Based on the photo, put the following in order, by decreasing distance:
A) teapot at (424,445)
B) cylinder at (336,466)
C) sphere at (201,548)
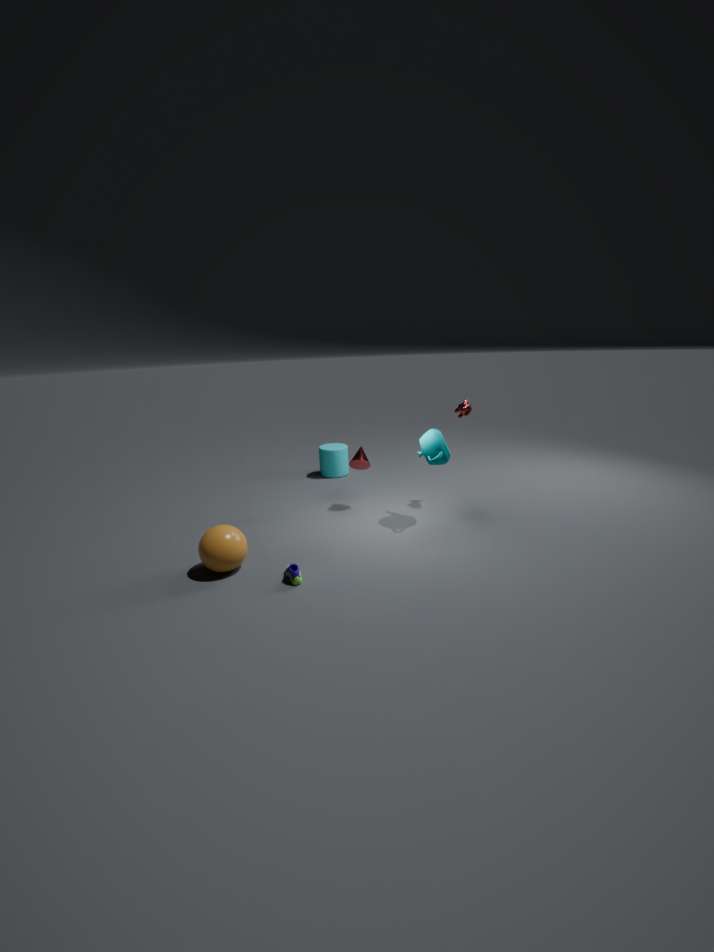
cylinder at (336,466)
teapot at (424,445)
sphere at (201,548)
